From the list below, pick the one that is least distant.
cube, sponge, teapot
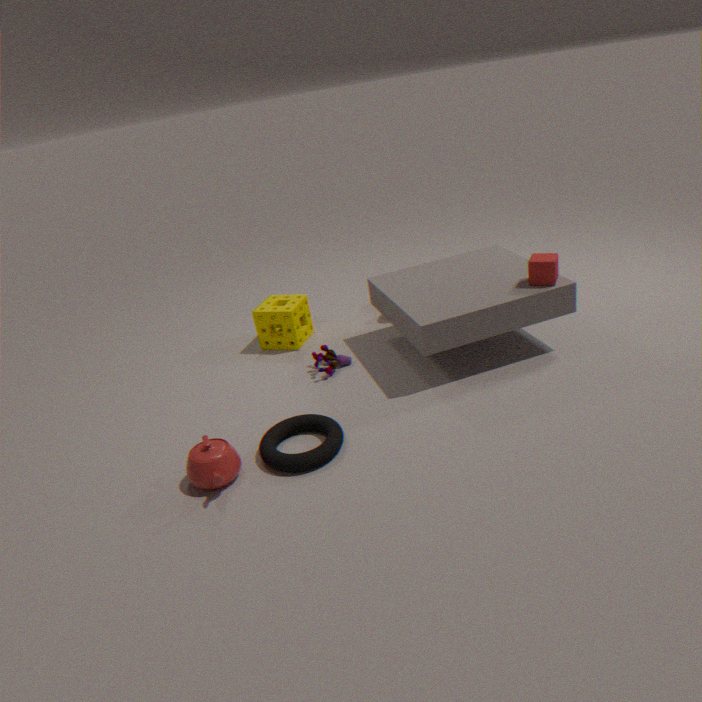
teapot
